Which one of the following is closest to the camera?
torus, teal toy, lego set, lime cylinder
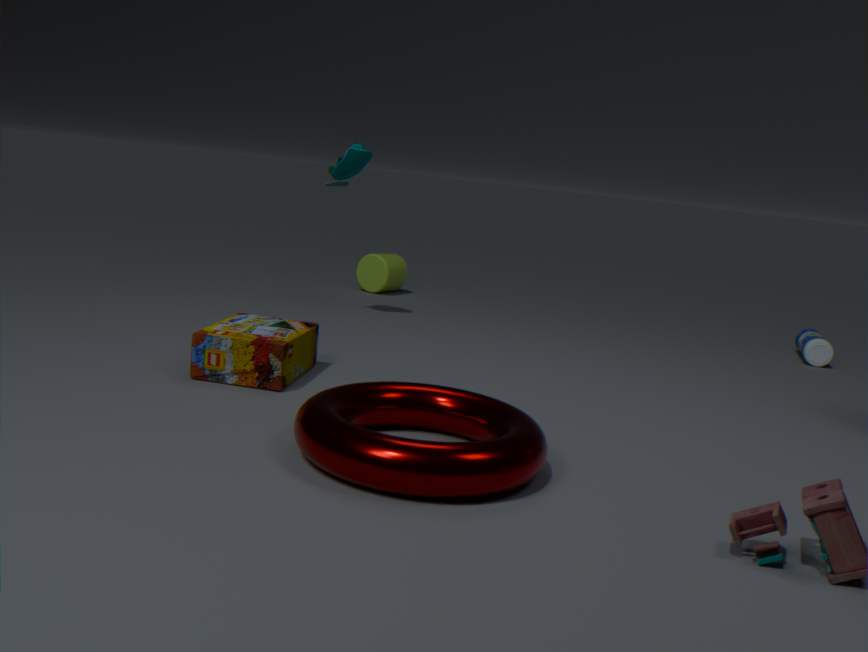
torus
